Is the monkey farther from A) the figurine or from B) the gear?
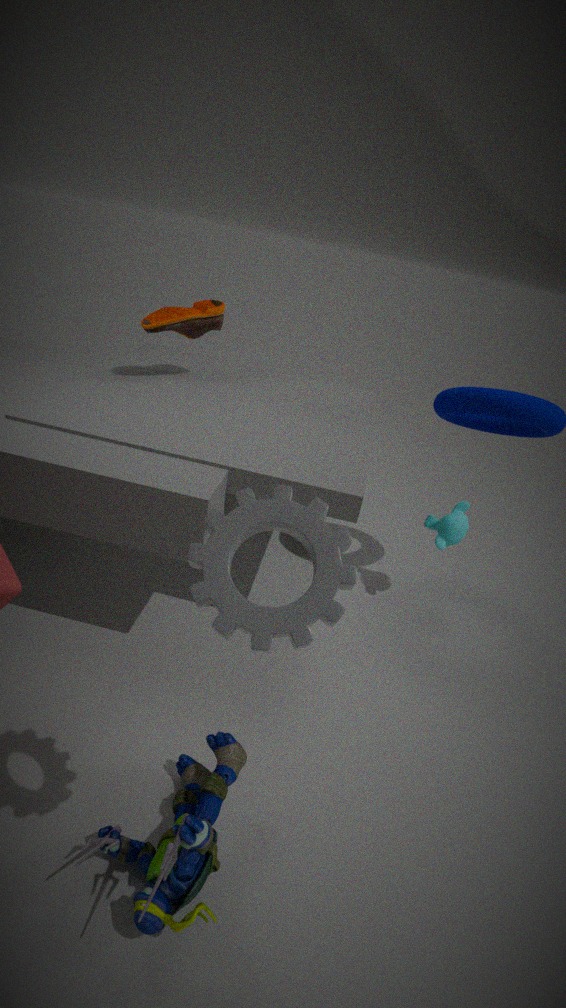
B) the gear
